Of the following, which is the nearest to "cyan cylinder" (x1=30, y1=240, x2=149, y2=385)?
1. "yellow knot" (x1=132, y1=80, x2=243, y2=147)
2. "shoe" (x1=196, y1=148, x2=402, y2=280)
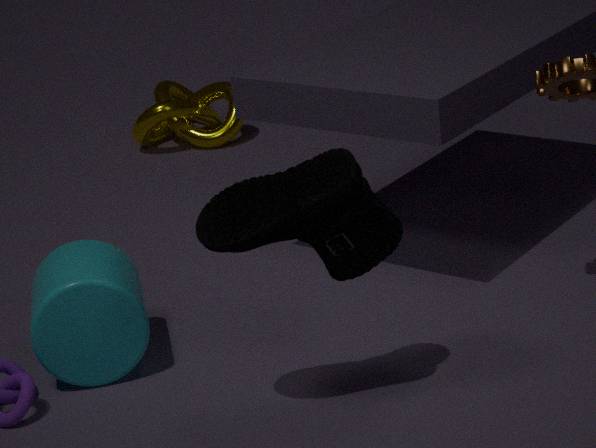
"shoe" (x1=196, y1=148, x2=402, y2=280)
